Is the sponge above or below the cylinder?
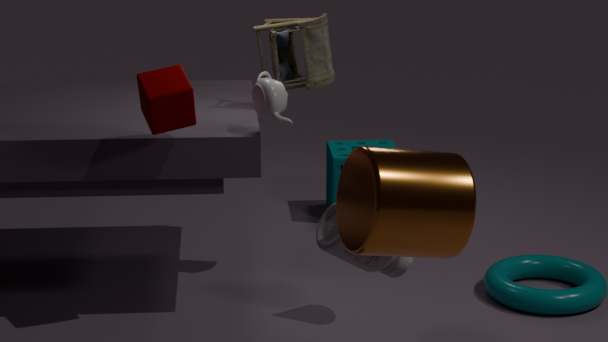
below
